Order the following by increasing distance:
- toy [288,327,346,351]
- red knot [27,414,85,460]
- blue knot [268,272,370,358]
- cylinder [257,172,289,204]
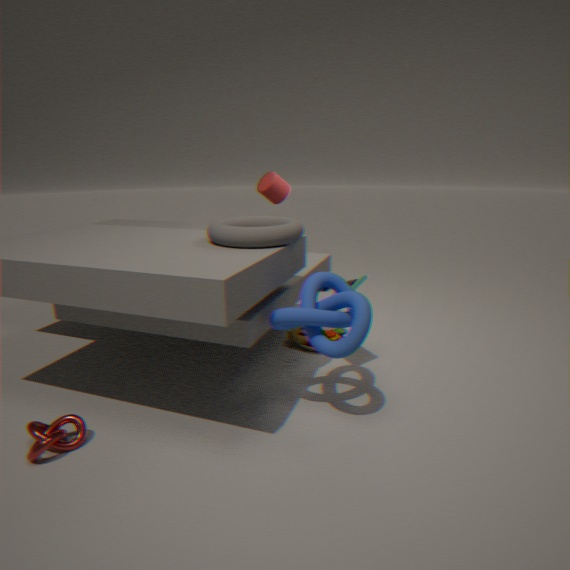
red knot [27,414,85,460]
blue knot [268,272,370,358]
toy [288,327,346,351]
cylinder [257,172,289,204]
